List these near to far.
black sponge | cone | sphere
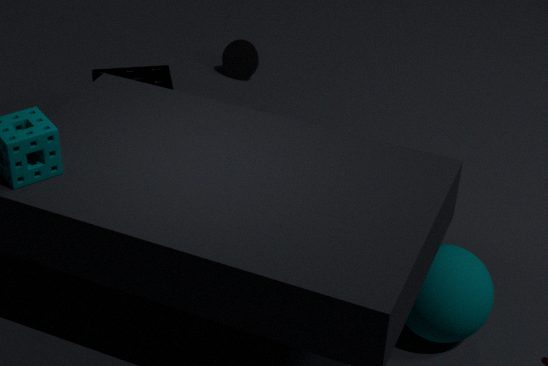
sphere
black sponge
cone
